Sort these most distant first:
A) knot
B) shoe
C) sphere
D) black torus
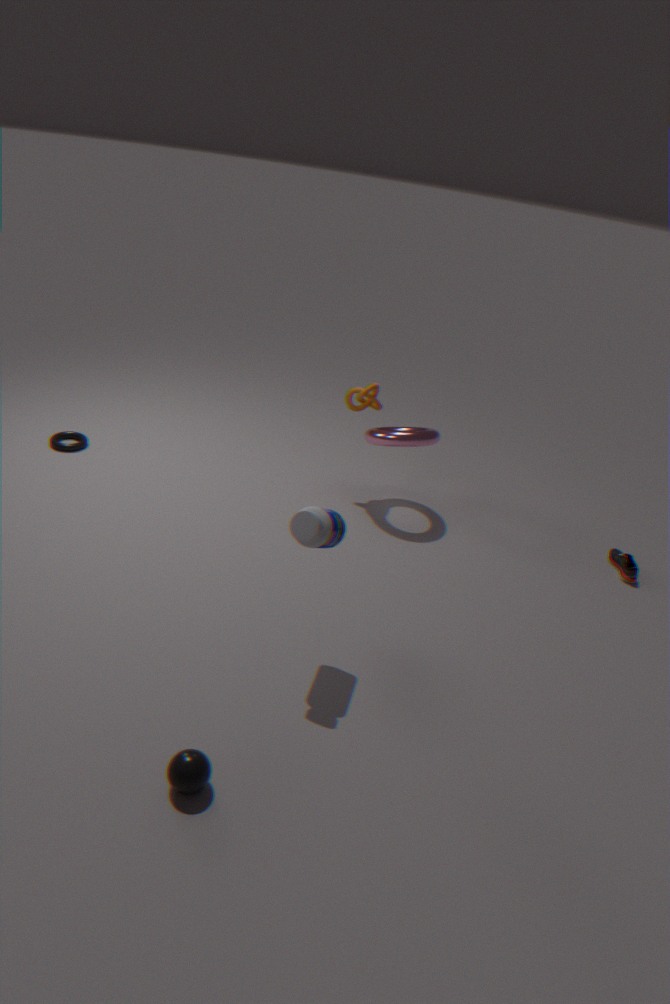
1. black torus
2. knot
3. shoe
4. sphere
